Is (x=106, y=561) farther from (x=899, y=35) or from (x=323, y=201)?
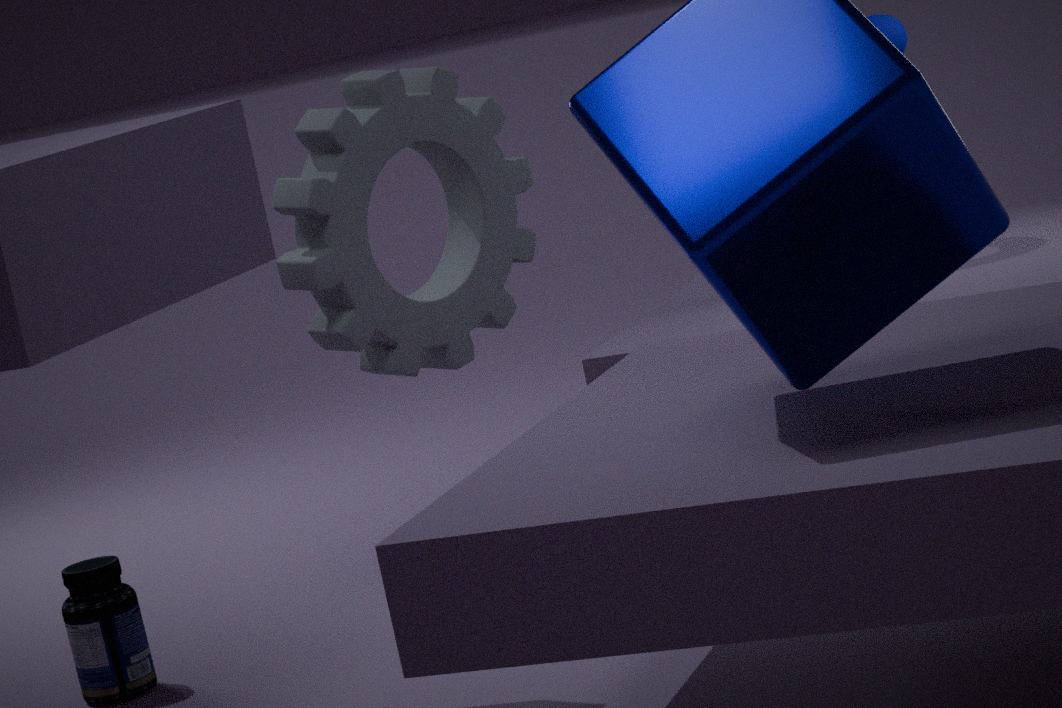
(x=899, y=35)
